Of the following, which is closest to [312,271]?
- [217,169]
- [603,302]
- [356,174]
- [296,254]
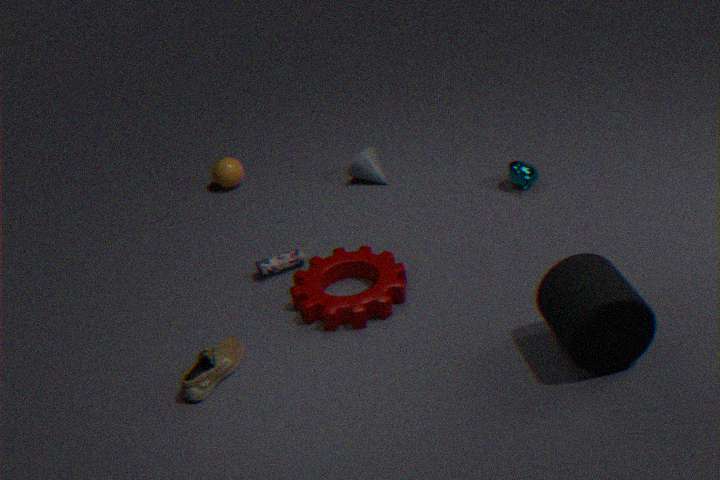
[296,254]
